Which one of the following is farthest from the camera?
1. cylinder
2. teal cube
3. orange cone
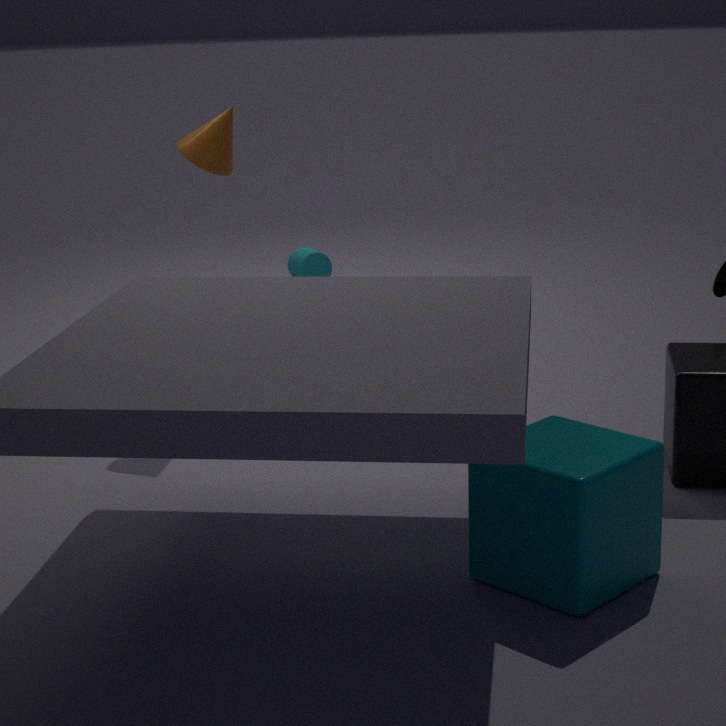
cylinder
